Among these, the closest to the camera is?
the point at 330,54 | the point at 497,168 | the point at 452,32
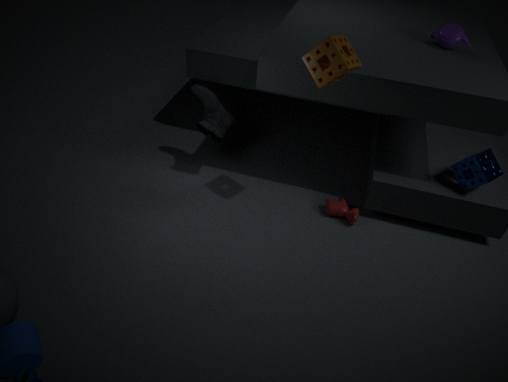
the point at 330,54
